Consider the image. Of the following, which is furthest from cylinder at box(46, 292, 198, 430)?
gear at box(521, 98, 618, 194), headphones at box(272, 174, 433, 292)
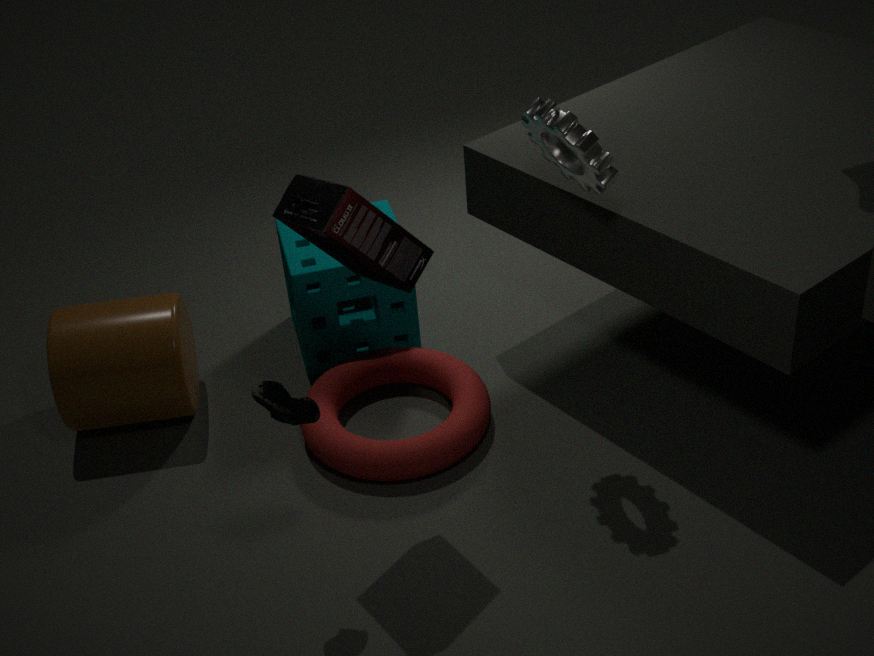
gear at box(521, 98, 618, 194)
